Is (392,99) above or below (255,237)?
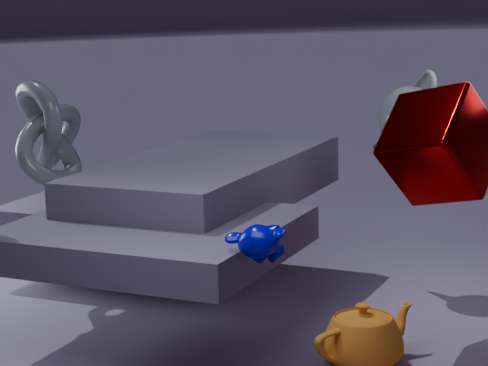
above
